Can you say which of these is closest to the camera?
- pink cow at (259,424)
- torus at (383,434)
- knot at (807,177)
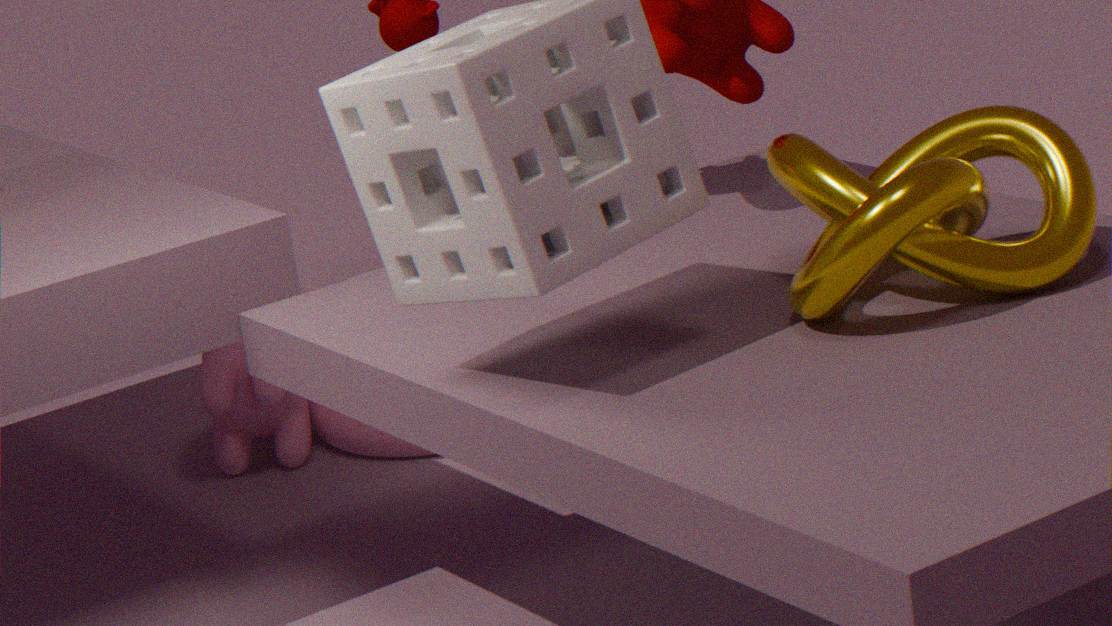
knot at (807,177)
